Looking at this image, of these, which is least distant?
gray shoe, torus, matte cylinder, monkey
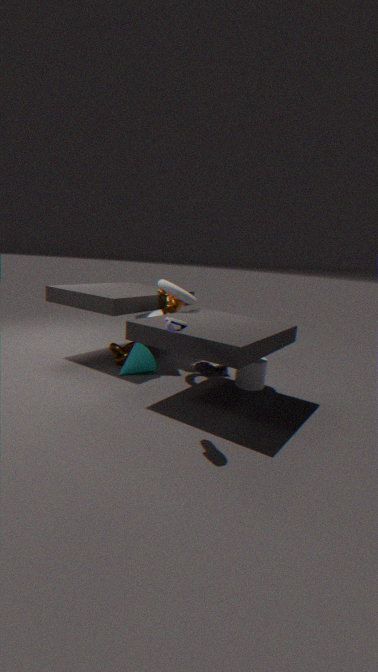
gray shoe
